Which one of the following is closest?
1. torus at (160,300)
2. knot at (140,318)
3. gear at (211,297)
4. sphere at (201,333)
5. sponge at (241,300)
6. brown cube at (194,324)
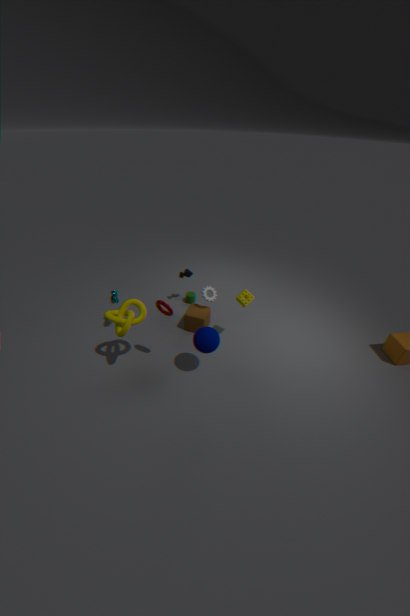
knot at (140,318)
